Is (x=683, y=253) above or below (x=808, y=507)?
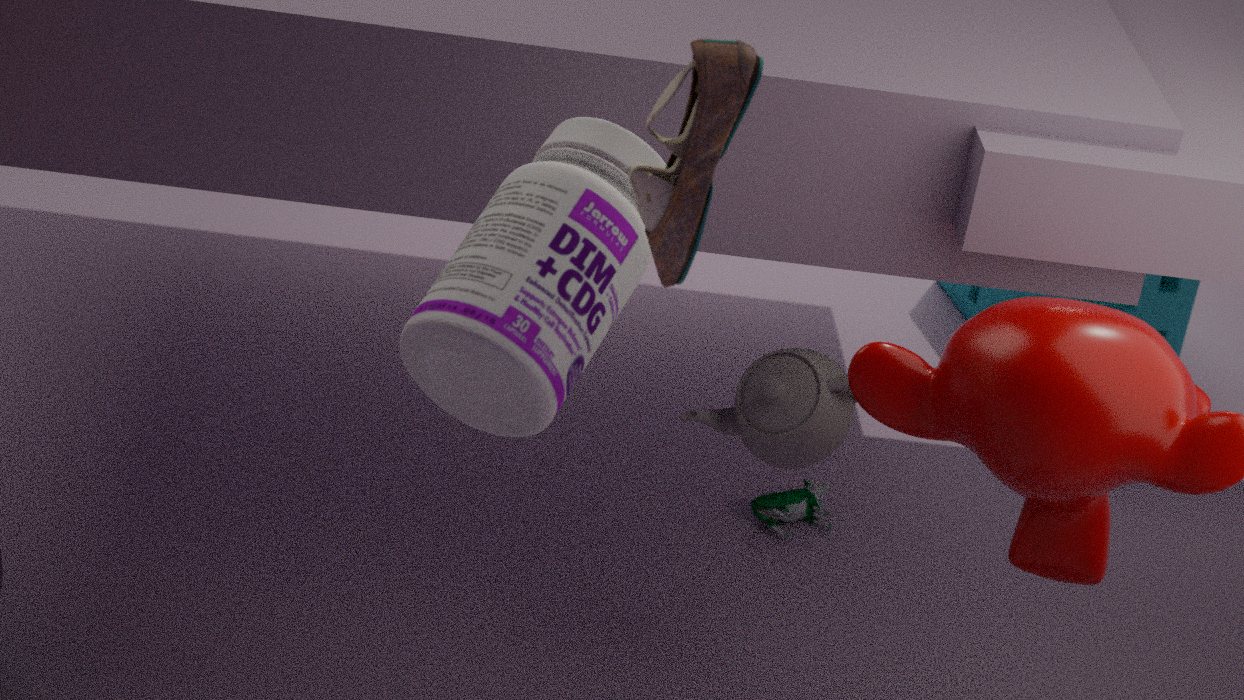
above
